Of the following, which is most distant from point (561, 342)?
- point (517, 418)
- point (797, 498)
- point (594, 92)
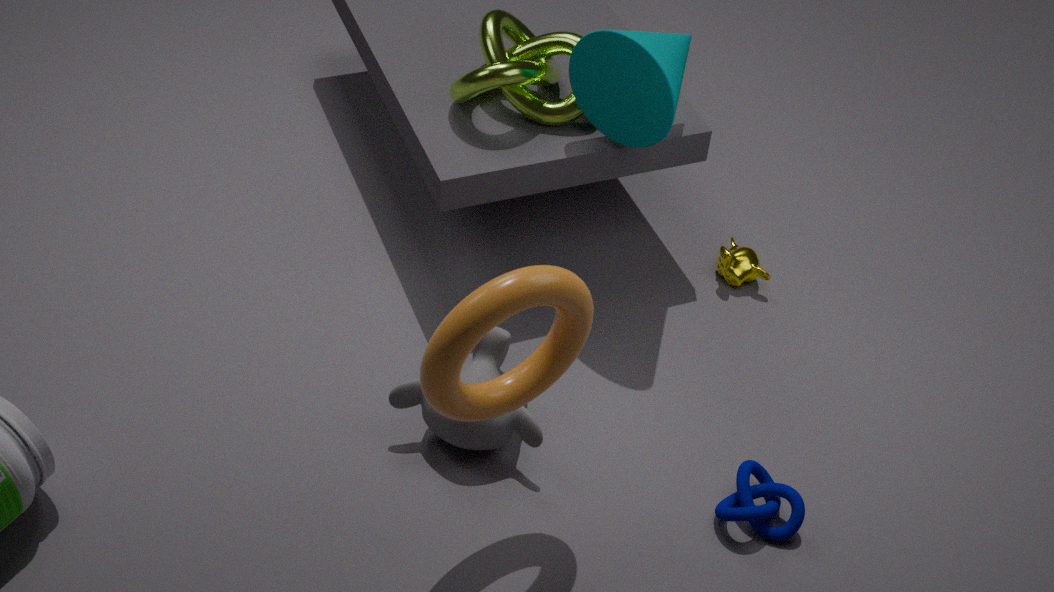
point (594, 92)
